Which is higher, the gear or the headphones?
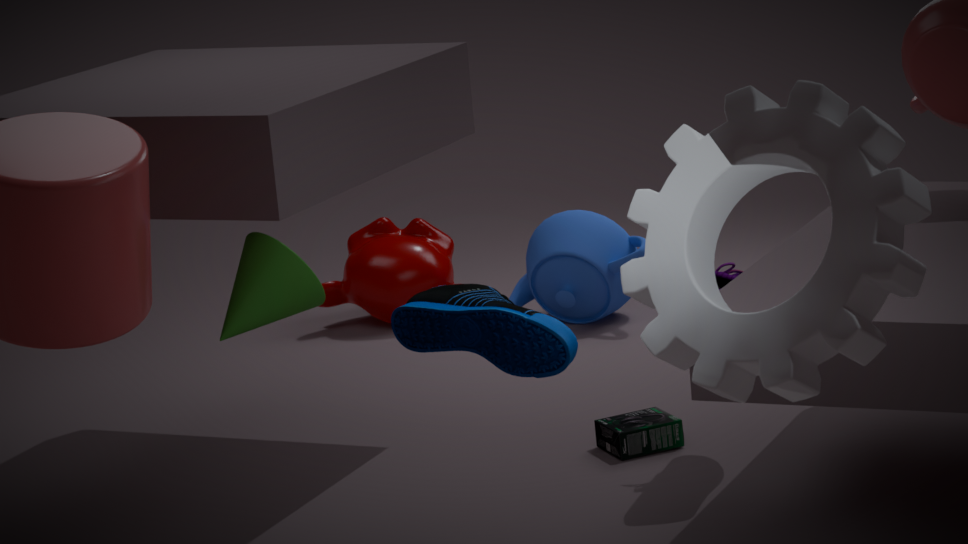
the gear
